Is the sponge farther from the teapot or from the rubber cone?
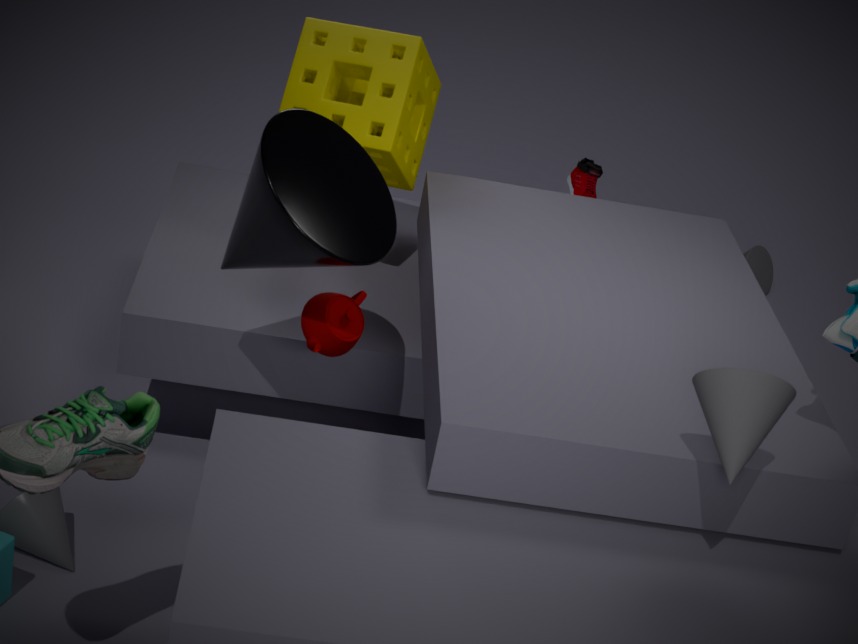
the rubber cone
